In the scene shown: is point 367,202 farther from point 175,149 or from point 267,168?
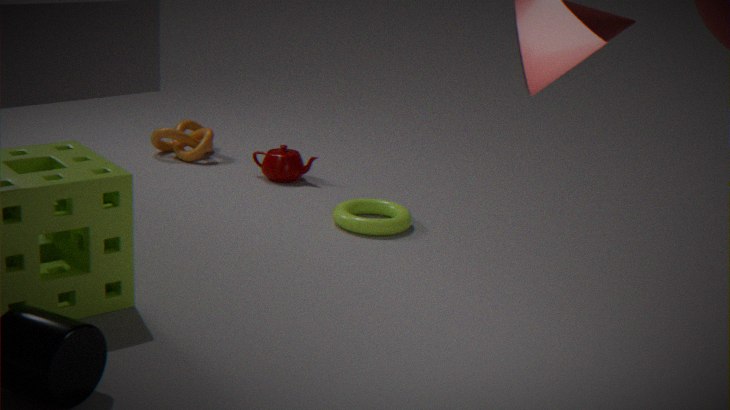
point 175,149
